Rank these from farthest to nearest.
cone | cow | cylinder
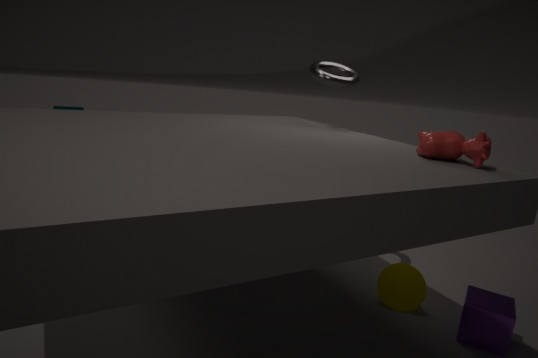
cylinder < cone < cow
